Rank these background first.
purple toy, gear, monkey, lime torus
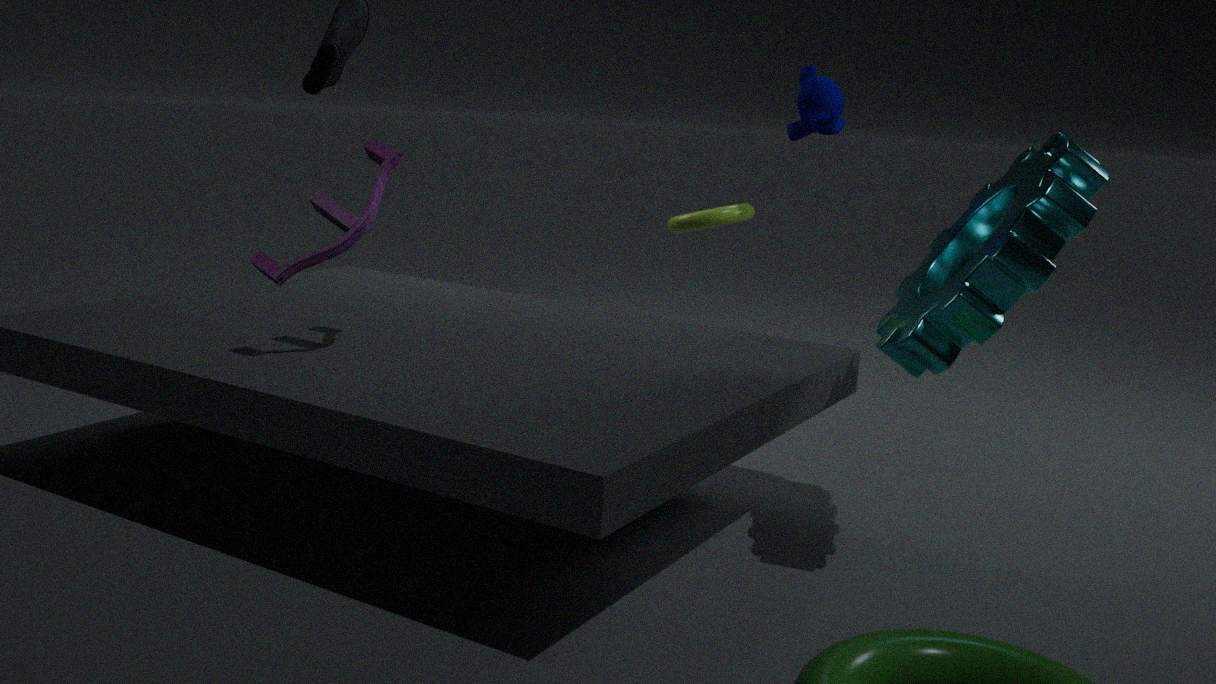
lime torus
monkey
purple toy
gear
